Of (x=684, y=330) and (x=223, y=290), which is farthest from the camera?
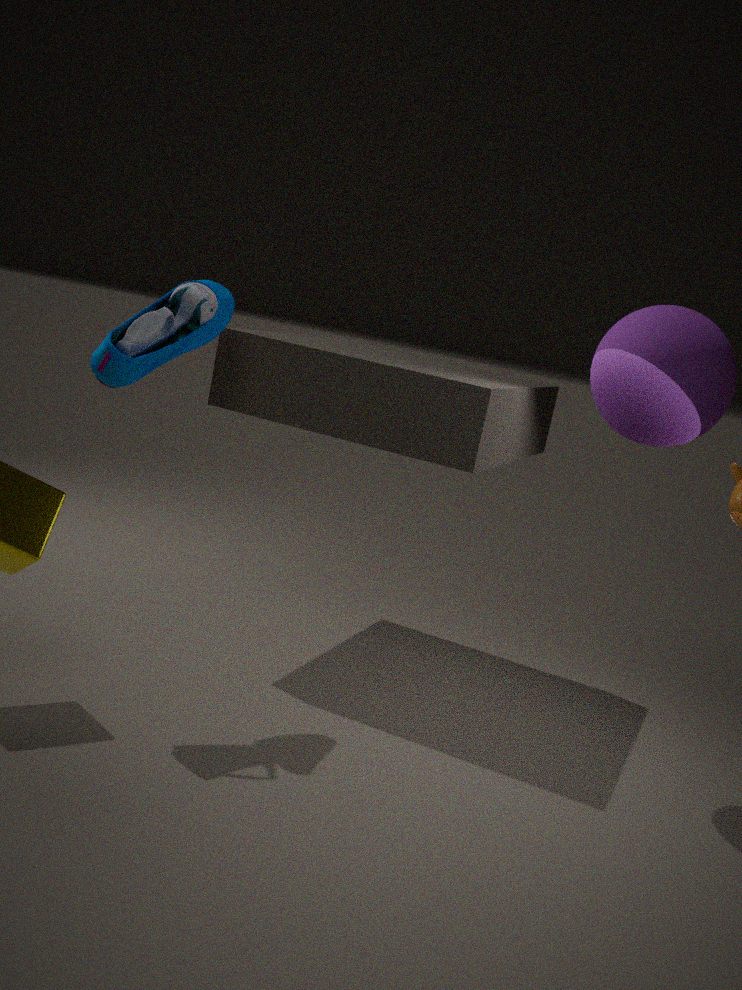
(x=223, y=290)
